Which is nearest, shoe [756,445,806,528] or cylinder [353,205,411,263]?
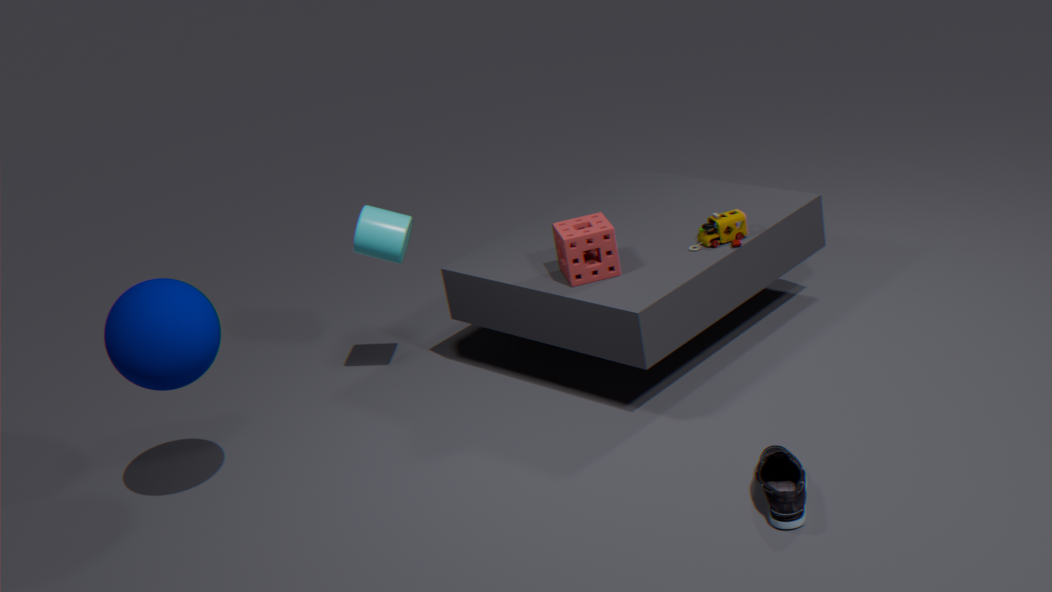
shoe [756,445,806,528]
